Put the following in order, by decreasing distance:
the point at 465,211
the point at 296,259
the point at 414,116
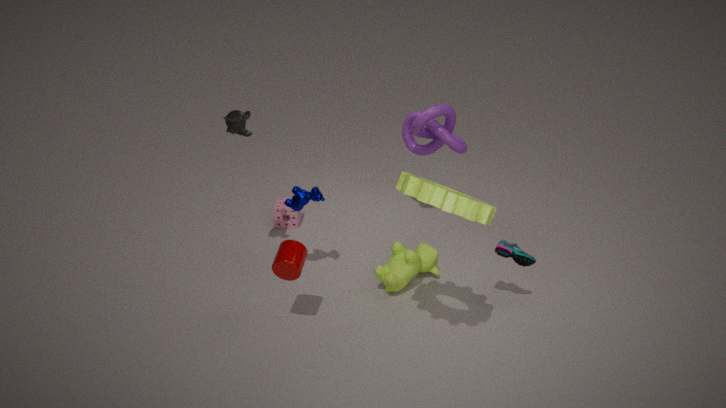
the point at 414,116
the point at 296,259
the point at 465,211
